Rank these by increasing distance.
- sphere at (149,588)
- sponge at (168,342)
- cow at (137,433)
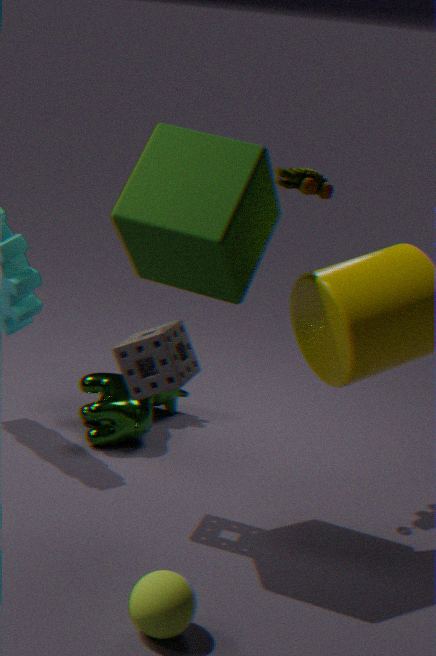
1. sphere at (149,588)
2. sponge at (168,342)
3. cow at (137,433)
